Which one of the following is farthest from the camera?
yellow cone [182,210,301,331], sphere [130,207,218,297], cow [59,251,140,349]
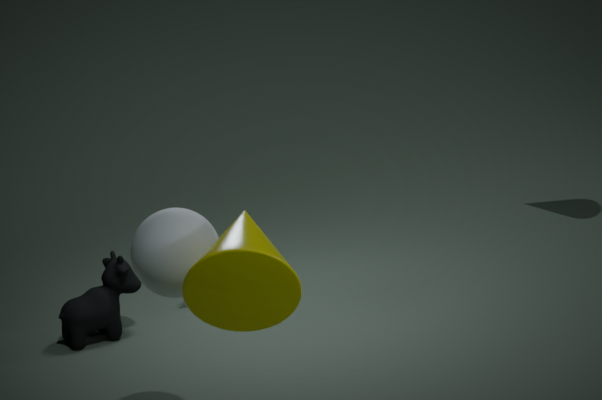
cow [59,251,140,349]
